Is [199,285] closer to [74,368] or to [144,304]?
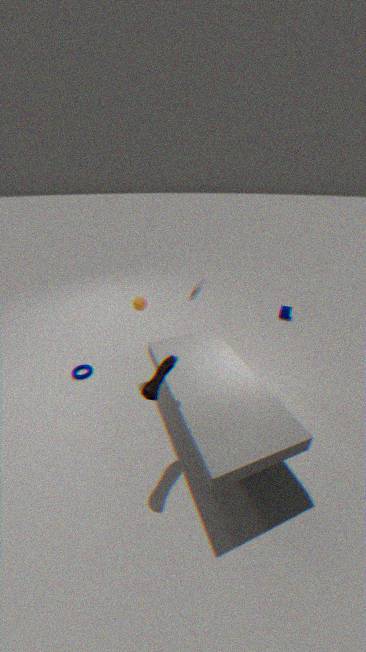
[144,304]
